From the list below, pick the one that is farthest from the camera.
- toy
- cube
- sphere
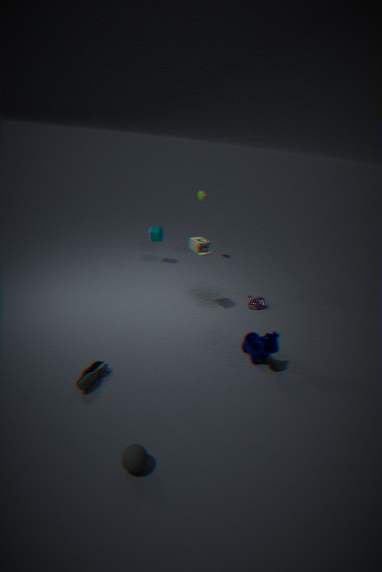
cube
